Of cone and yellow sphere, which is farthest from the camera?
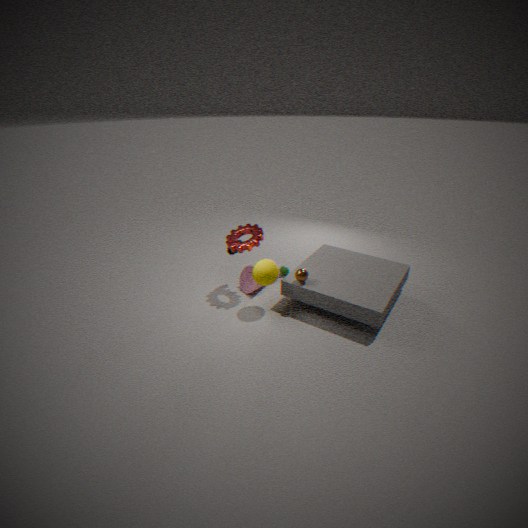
cone
